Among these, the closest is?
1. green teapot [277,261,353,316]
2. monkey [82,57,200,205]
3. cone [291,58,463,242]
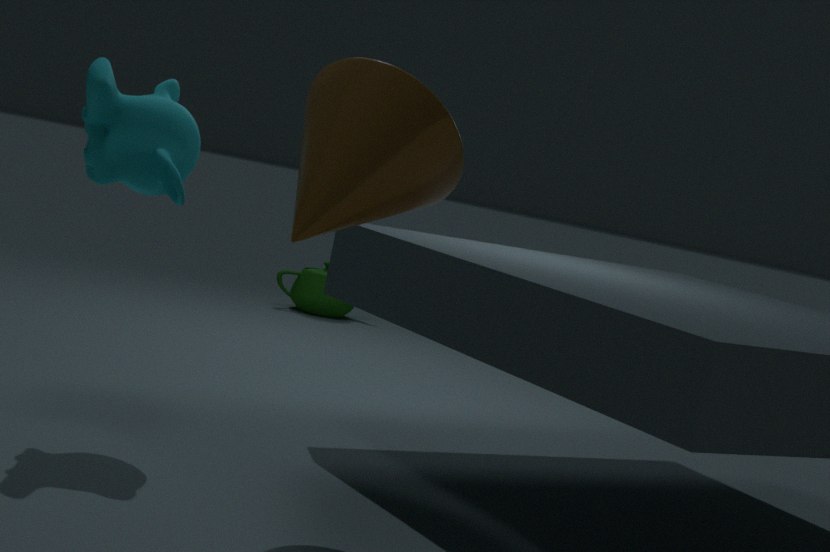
cone [291,58,463,242]
